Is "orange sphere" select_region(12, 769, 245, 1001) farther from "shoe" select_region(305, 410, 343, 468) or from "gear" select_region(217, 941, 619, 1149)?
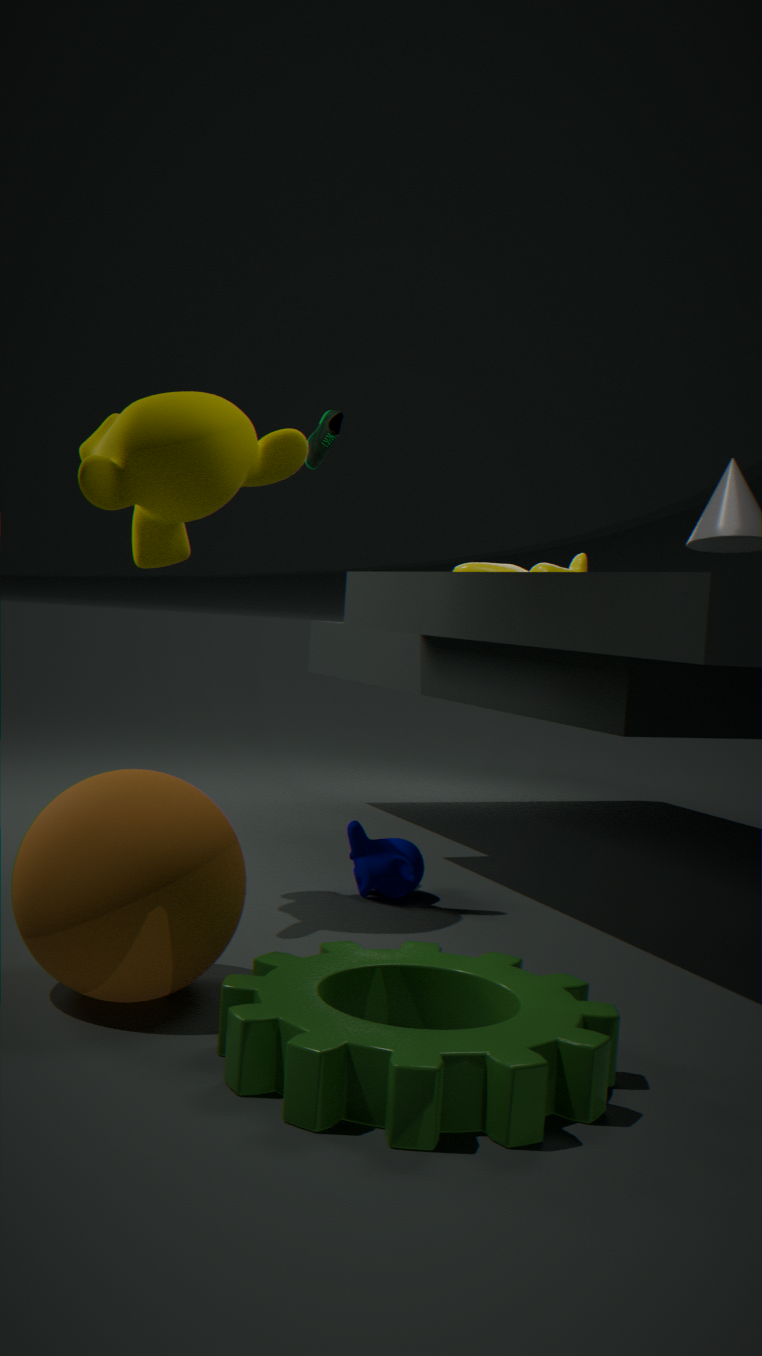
"shoe" select_region(305, 410, 343, 468)
